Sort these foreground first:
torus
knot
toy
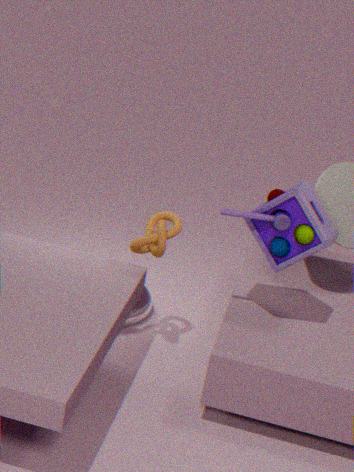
toy
knot
torus
